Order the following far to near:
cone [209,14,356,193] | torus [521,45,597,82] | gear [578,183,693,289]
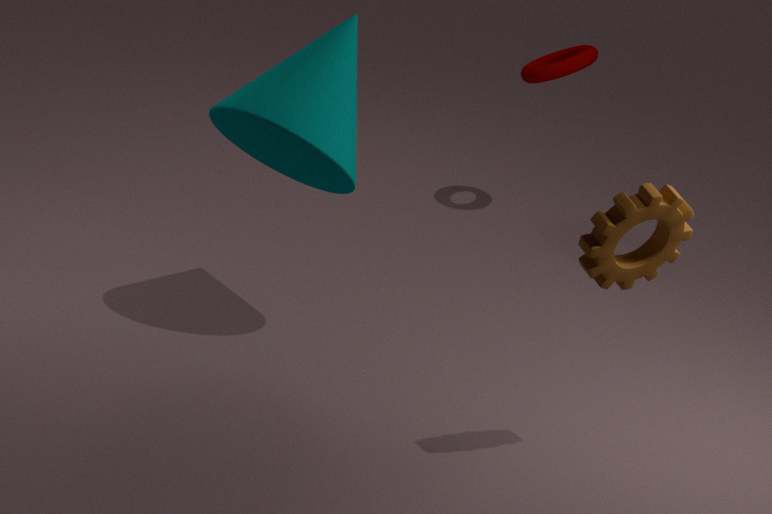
torus [521,45,597,82]
cone [209,14,356,193]
gear [578,183,693,289]
